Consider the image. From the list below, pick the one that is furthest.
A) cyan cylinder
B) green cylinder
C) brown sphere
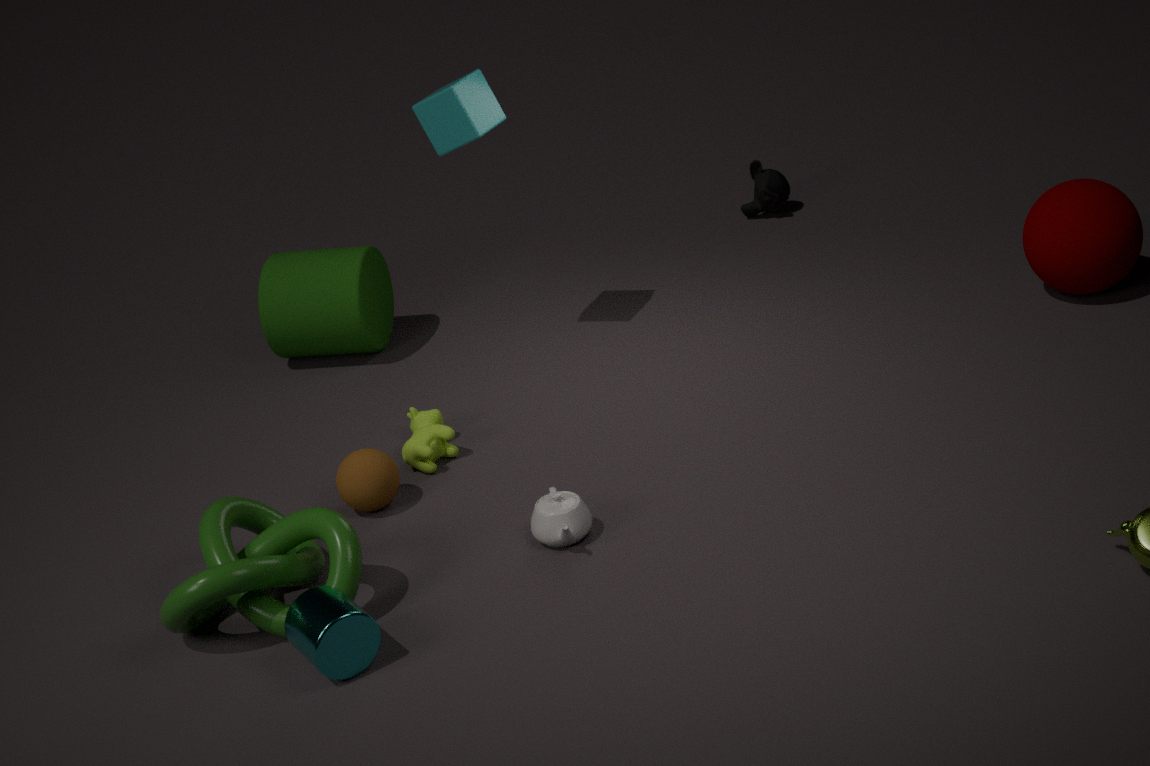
green cylinder
